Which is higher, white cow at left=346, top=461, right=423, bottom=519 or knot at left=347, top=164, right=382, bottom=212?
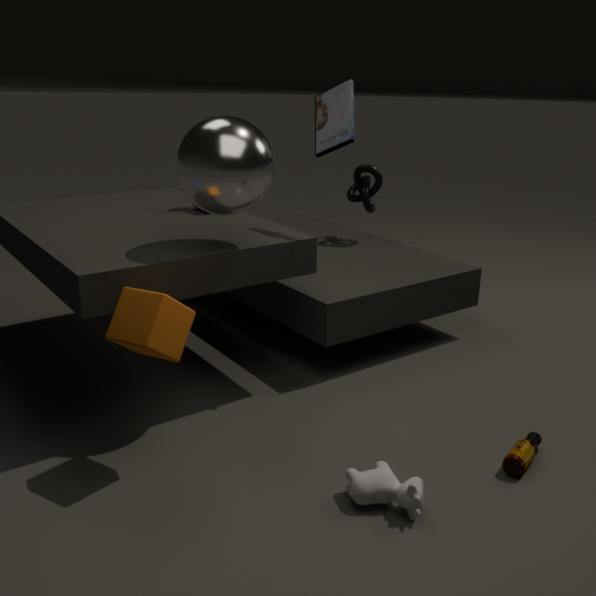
knot at left=347, top=164, right=382, bottom=212
